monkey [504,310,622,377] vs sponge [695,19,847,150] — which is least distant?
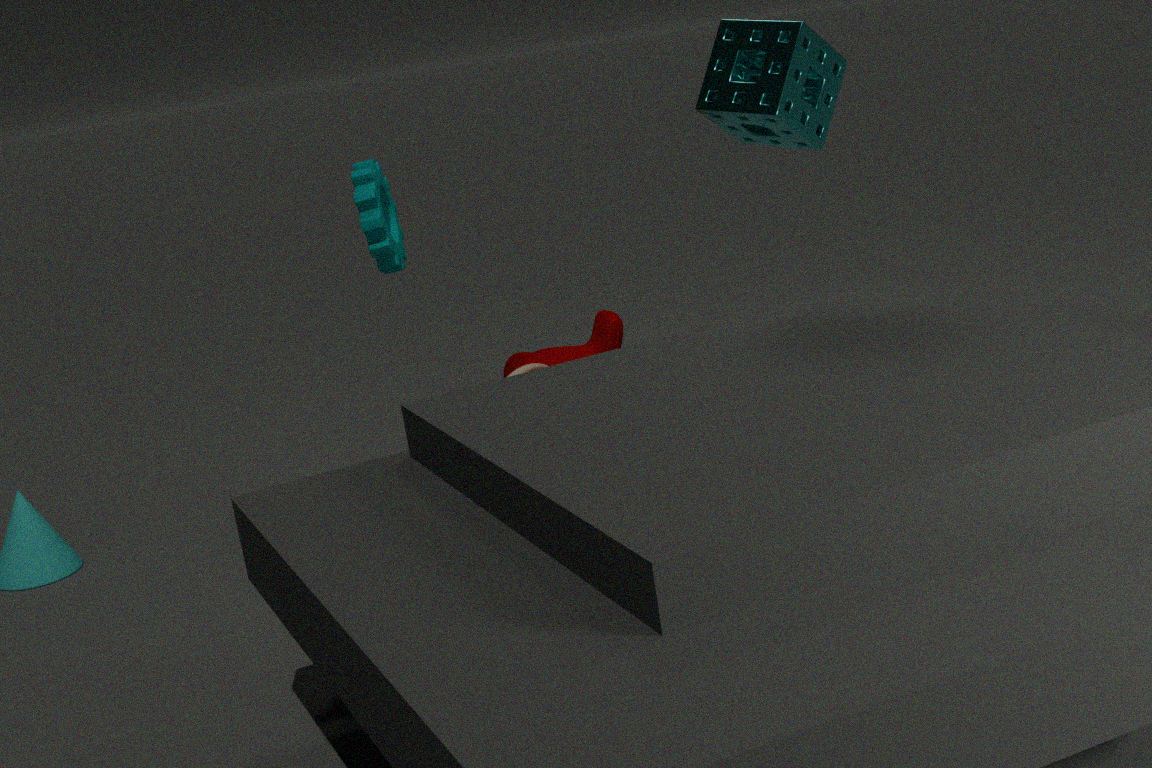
sponge [695,19,847,150]
